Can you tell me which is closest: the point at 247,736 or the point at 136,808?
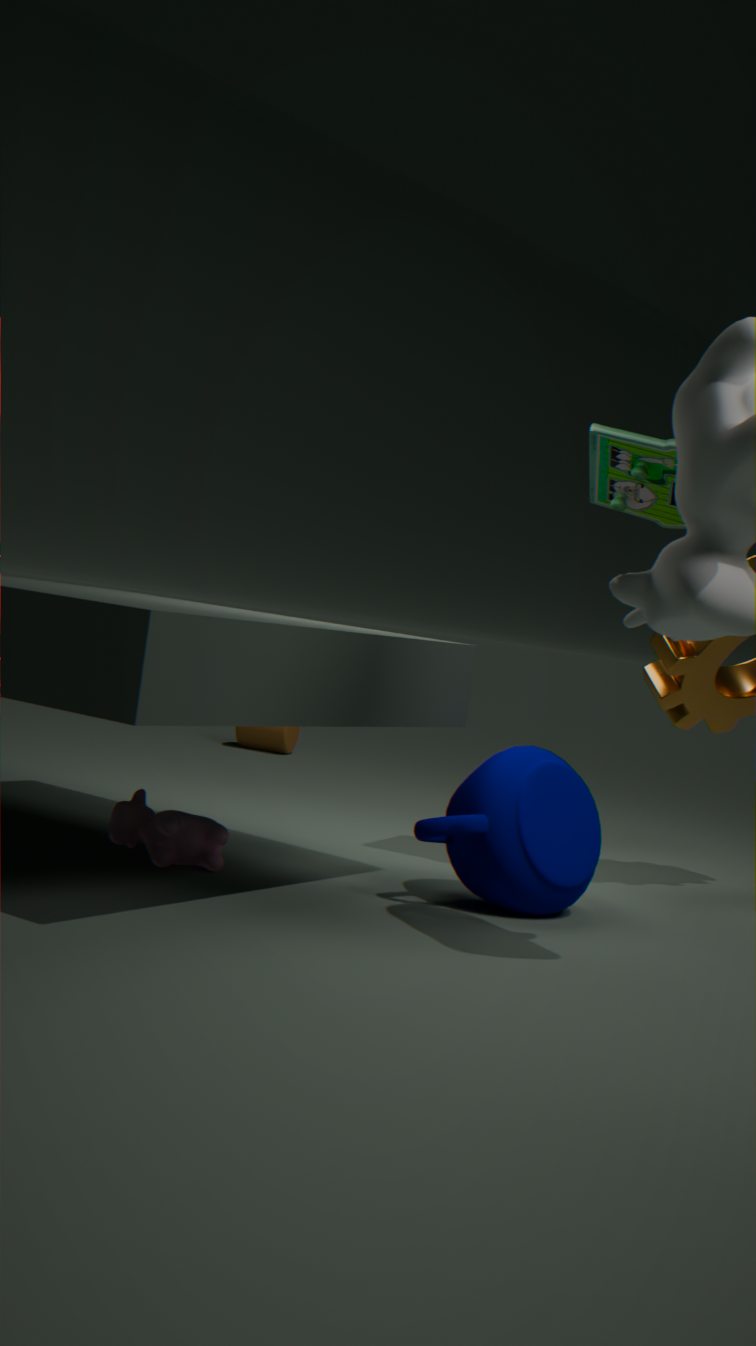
the point at 136,808
